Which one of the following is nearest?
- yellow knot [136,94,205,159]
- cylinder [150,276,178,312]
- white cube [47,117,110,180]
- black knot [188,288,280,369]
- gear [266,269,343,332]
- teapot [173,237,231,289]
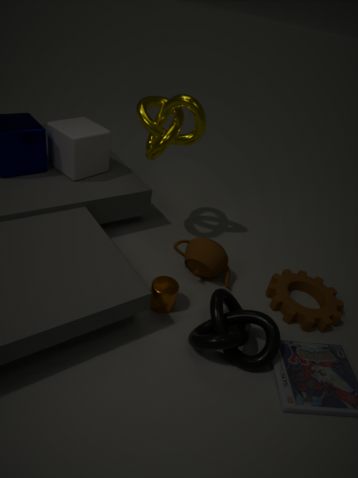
black knot [188,288,280,369]
